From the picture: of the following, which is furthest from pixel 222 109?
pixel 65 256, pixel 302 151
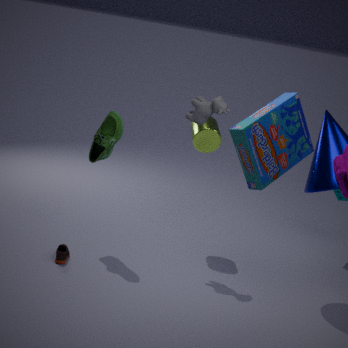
pixel 65 256
